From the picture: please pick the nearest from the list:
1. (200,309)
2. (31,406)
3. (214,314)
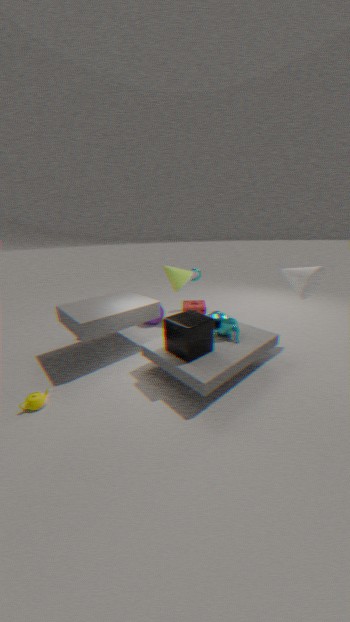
(31,406)
